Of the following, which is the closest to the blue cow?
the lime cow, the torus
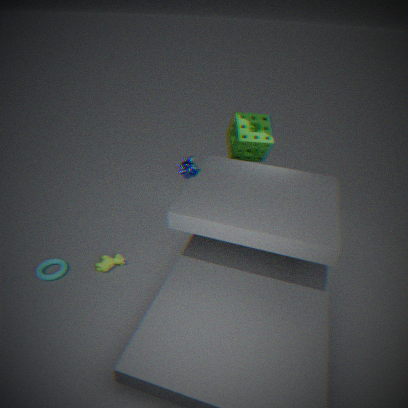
the lime cow
